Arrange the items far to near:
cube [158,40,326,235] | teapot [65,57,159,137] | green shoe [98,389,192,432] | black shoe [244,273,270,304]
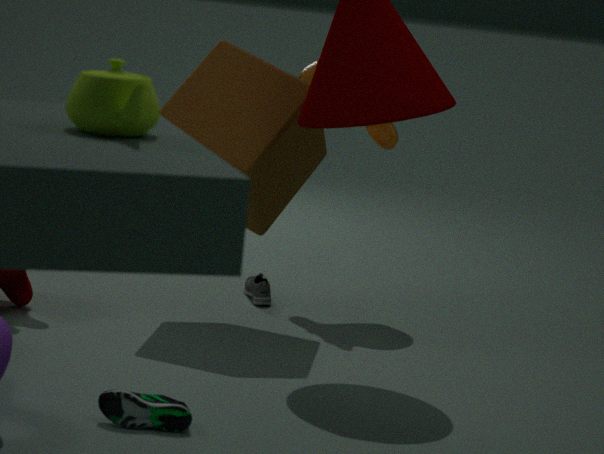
1. black shoe [244,273,270,304]
2. cube [158,40,326,235]
3. green shoe [98,389,192,432]
4. teapot [65,57,159,137]
